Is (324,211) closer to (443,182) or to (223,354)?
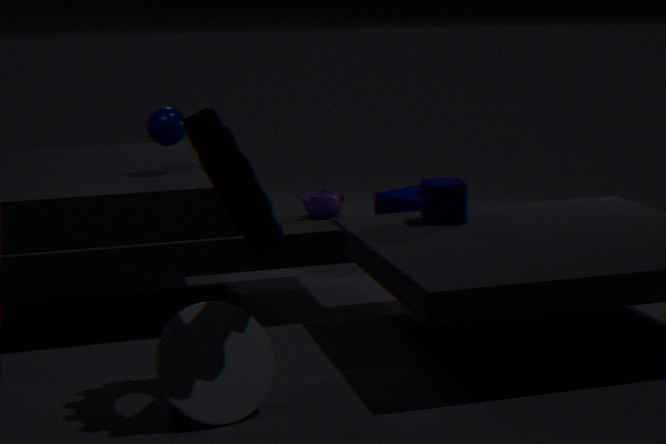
(443,182)
